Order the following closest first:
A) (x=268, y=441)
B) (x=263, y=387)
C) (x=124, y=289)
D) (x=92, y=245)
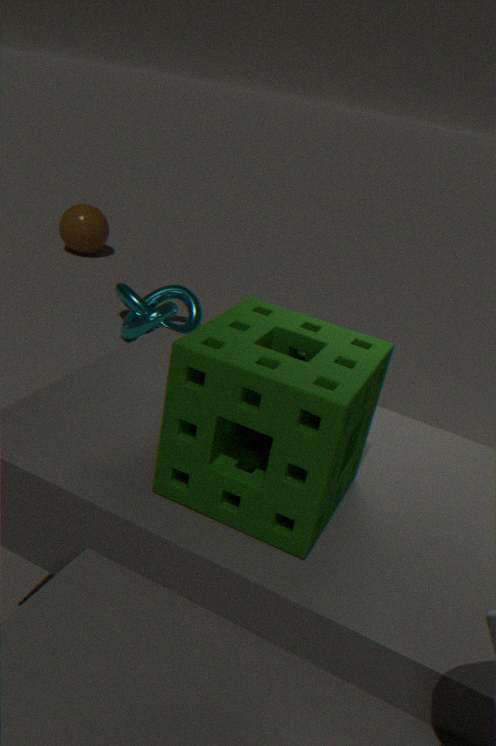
(x=263, y=387) → (x=268, y=441) → (x=124, y=289) → (x=92, y=245)
